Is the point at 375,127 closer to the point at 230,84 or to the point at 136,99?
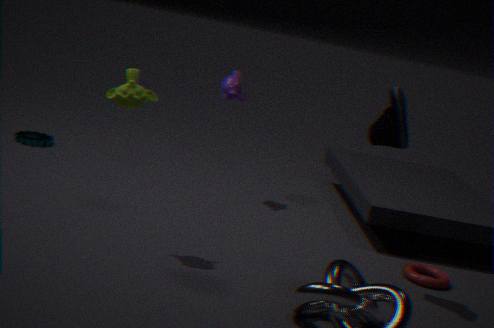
the point at 136,99
